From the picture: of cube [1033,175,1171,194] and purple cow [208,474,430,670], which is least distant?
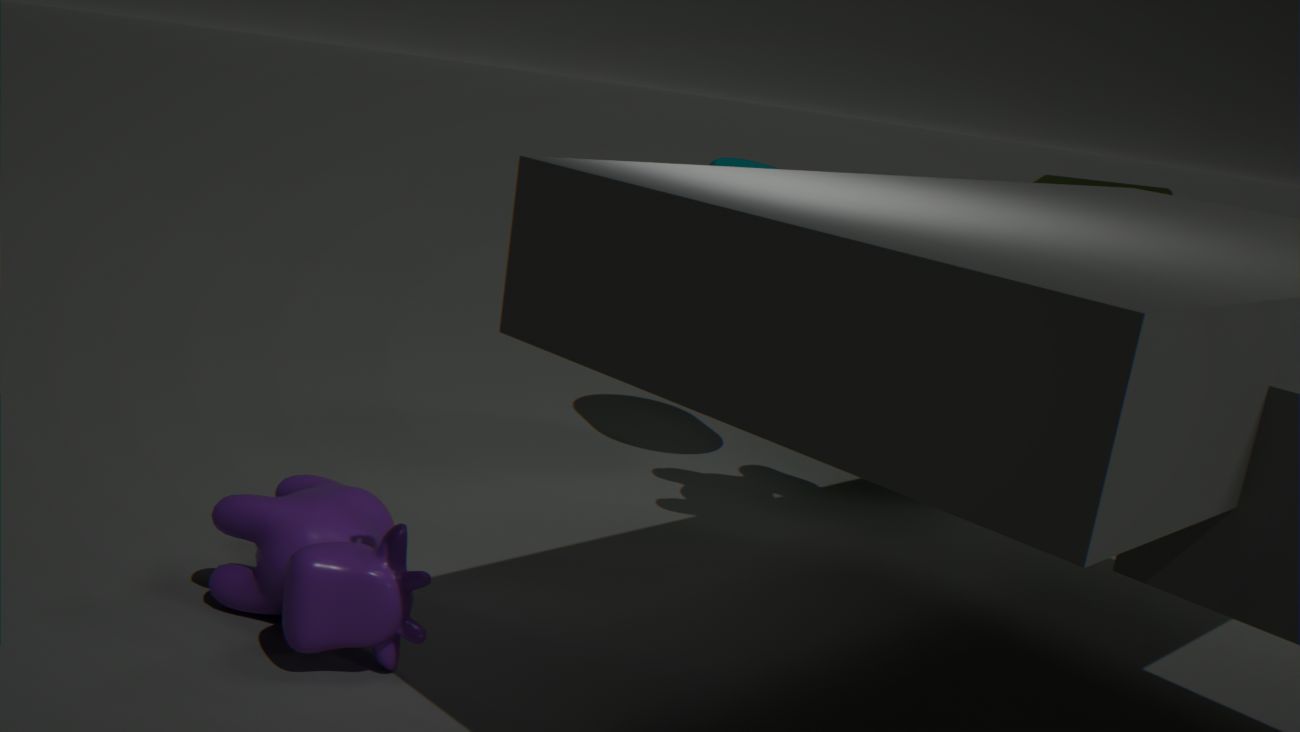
purple cow [208,474,430,670]
